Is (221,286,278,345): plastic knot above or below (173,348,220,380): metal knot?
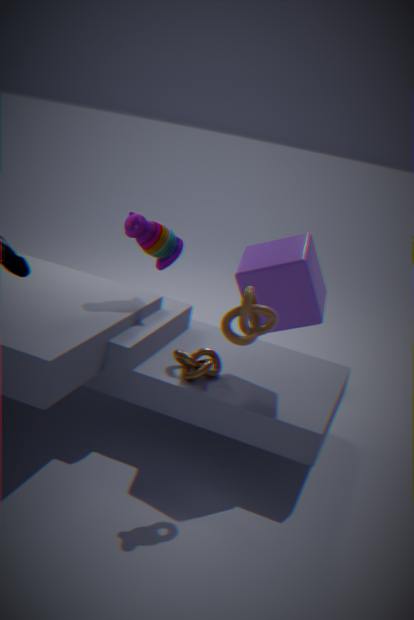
above
